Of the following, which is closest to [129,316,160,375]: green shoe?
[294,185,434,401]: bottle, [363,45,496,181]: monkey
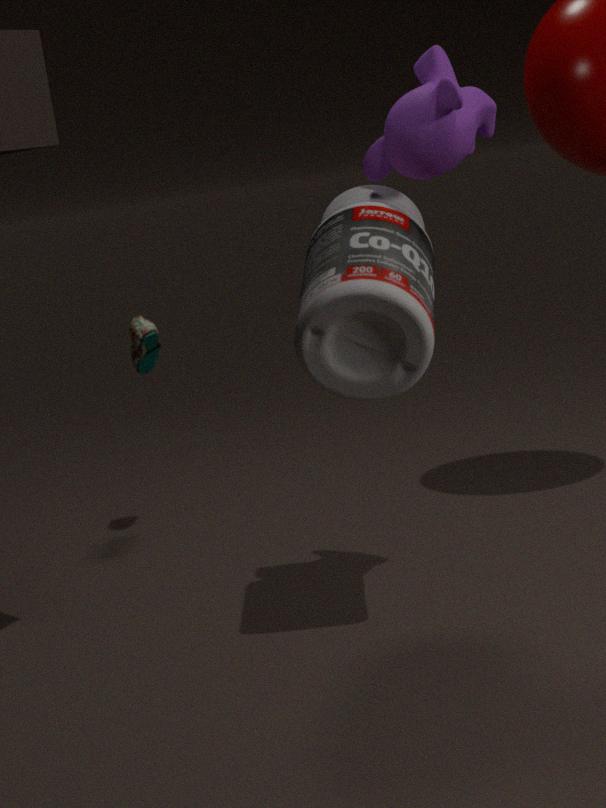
[294,185,434,401]: bottle
